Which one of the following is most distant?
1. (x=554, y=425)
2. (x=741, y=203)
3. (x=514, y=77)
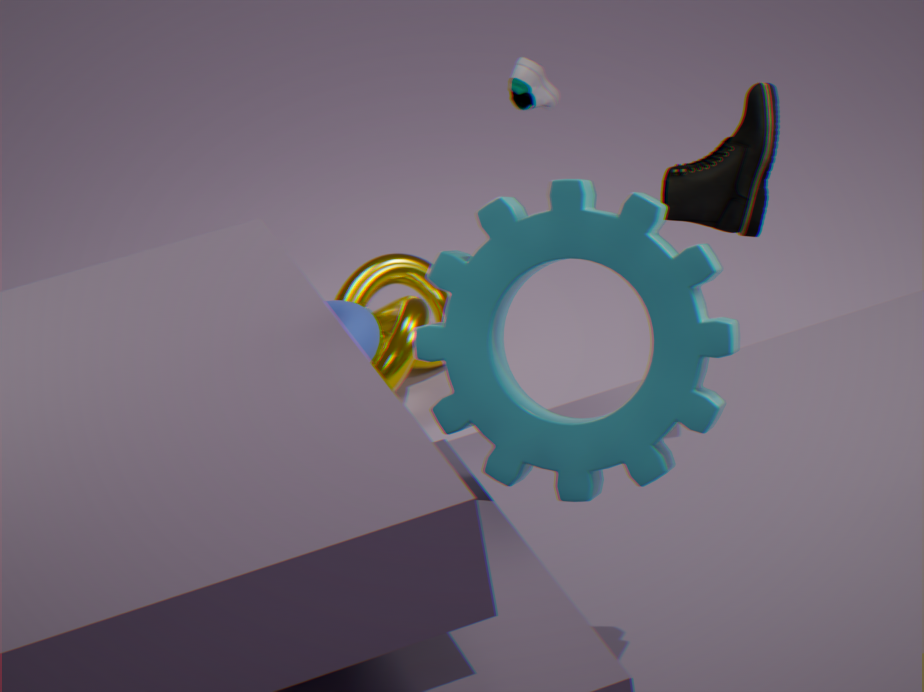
(x=514, y=77)
